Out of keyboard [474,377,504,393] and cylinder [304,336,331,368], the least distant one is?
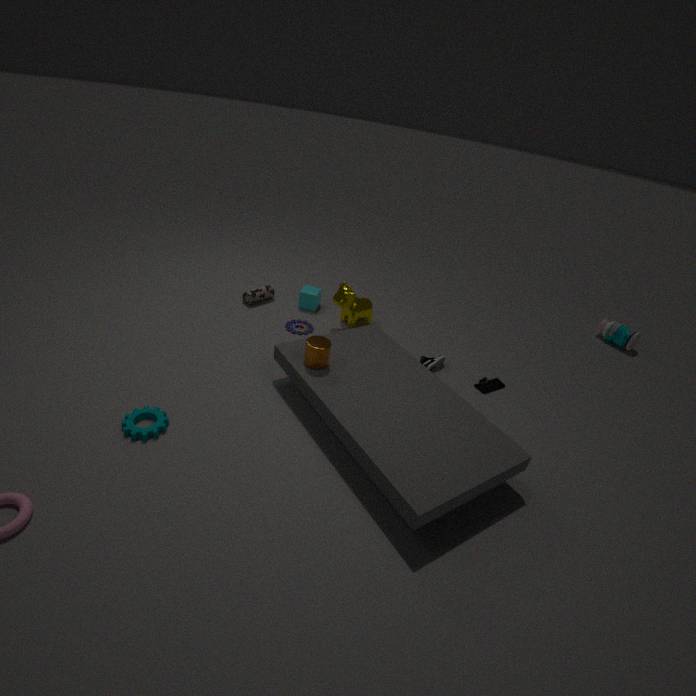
cylinder [304,336,331,368]
